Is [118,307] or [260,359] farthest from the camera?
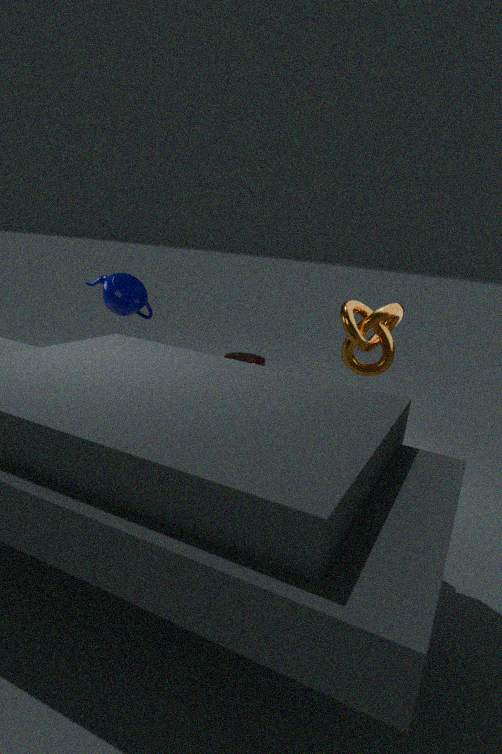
[260,359]
